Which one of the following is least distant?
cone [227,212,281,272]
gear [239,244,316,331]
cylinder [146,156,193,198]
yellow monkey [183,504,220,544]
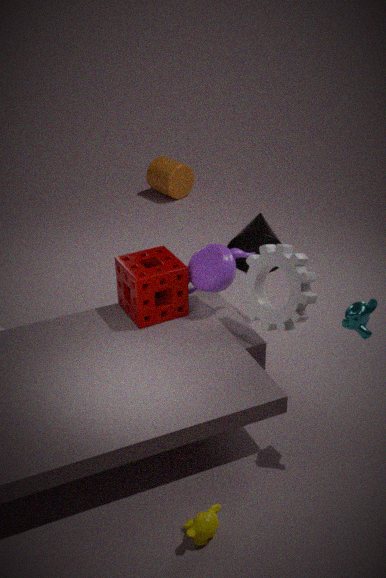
yellow monkey [183,504,220,544]
